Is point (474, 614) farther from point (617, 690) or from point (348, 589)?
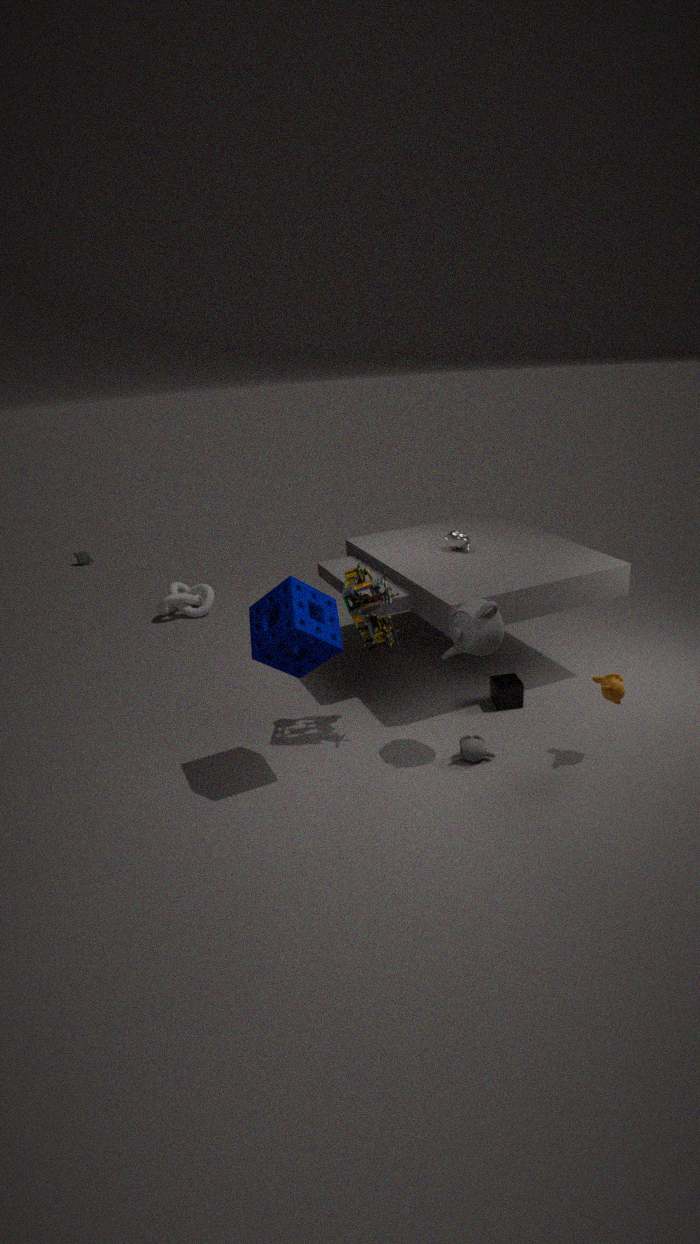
point (617, 690)
